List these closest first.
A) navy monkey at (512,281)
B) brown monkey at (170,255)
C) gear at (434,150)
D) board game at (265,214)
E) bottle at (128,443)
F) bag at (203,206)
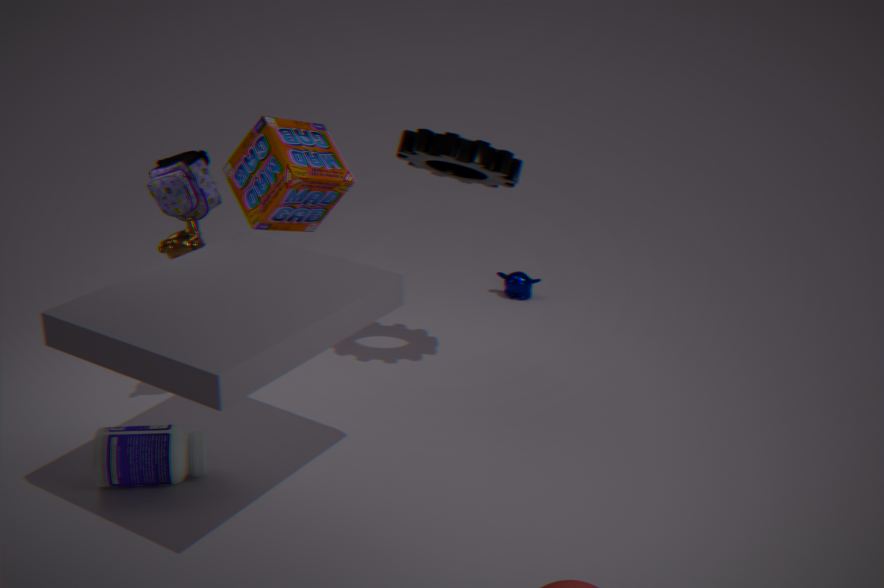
1. bottle at (128,443)
2. bag at (203,206)
3. brown monkey at (170,255)
4. gear at (434,150)
5. board game at (265,214)
6. navy monkey at (512,281)
